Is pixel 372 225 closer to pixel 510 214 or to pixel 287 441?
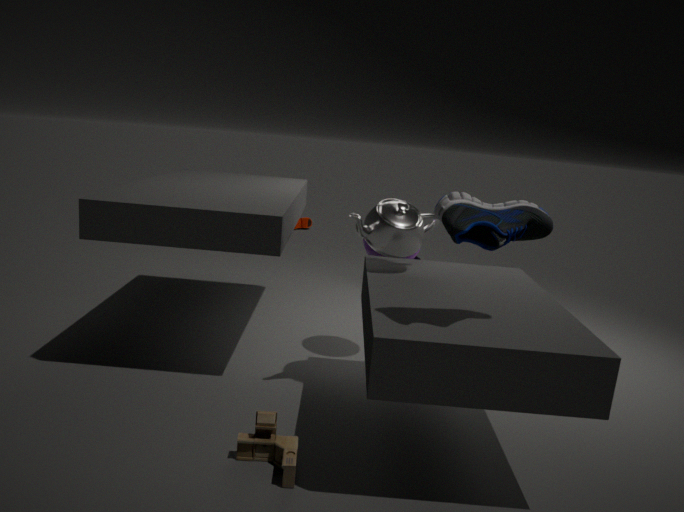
pixel 510 214
